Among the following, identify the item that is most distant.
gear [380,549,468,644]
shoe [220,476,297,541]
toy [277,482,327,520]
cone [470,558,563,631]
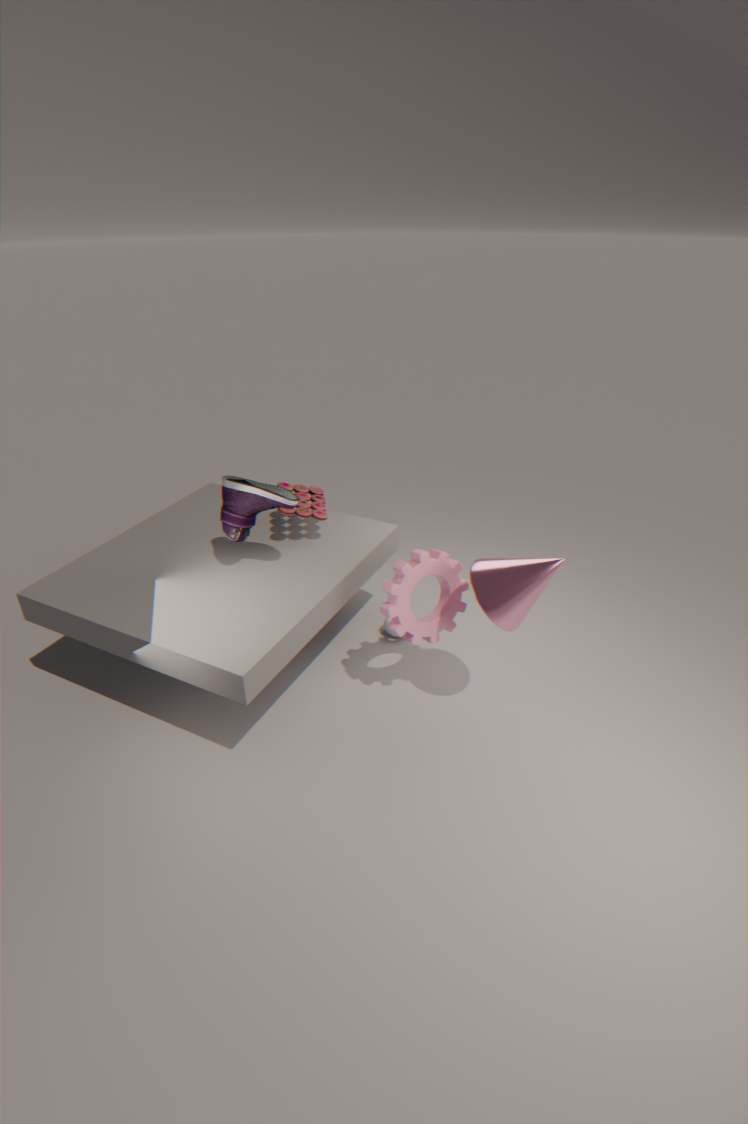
toy [277,482,327,520]
